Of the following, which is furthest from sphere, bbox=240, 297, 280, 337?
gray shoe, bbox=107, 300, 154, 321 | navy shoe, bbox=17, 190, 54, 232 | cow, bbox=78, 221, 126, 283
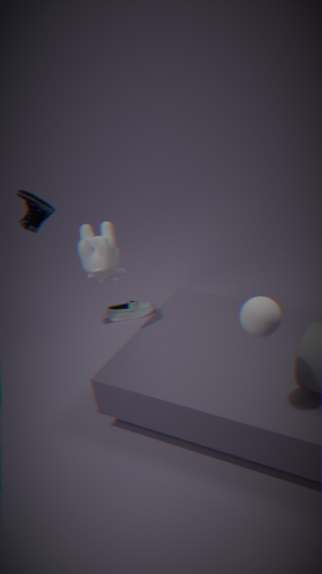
gray shoe, bbox=107, 300, 154, 321
